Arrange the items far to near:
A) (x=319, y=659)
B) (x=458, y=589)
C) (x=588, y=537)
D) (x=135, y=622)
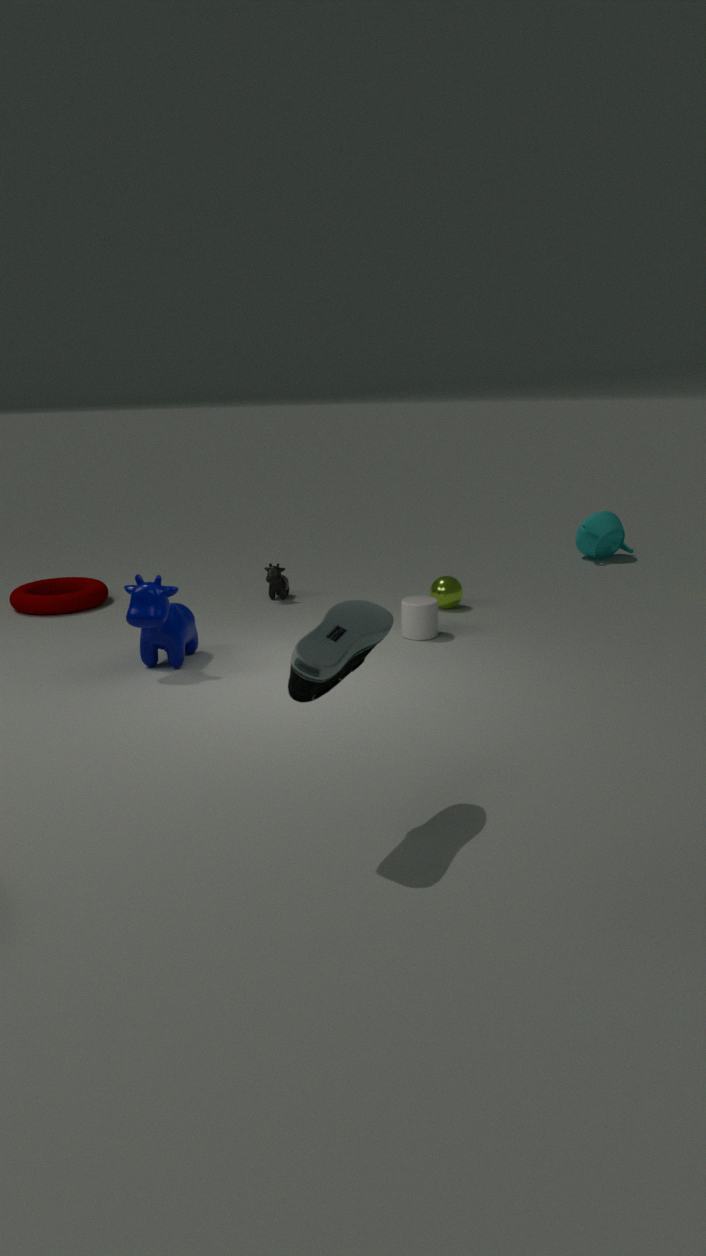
(x=588, y=537)
(x=458, y=589)
(x=135, y=622)
(x=319, y=659)
